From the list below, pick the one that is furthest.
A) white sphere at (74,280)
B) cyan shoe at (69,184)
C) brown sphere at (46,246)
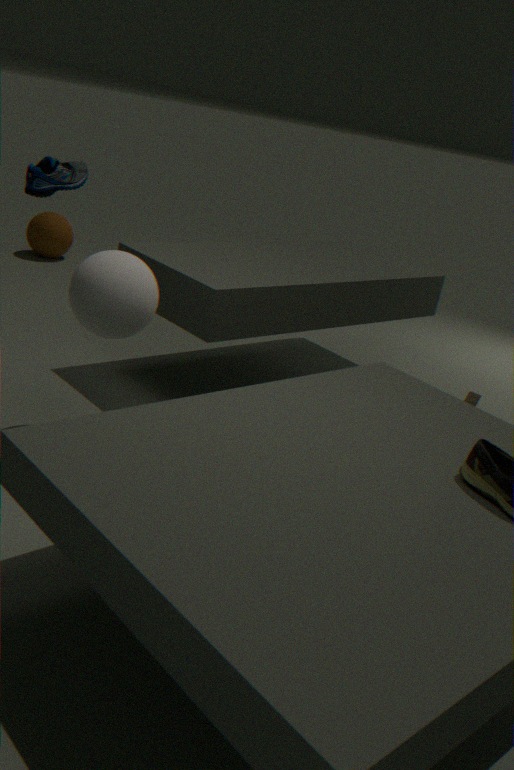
brown sphere at (46,246)
